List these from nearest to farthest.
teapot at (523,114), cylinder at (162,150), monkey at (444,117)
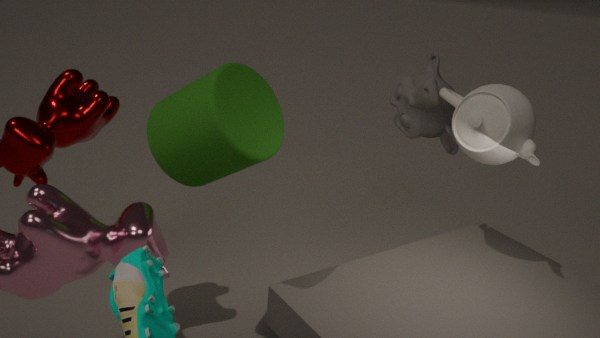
cylinder at (162,150), teapot at (523,114), monkey at (444,117)
